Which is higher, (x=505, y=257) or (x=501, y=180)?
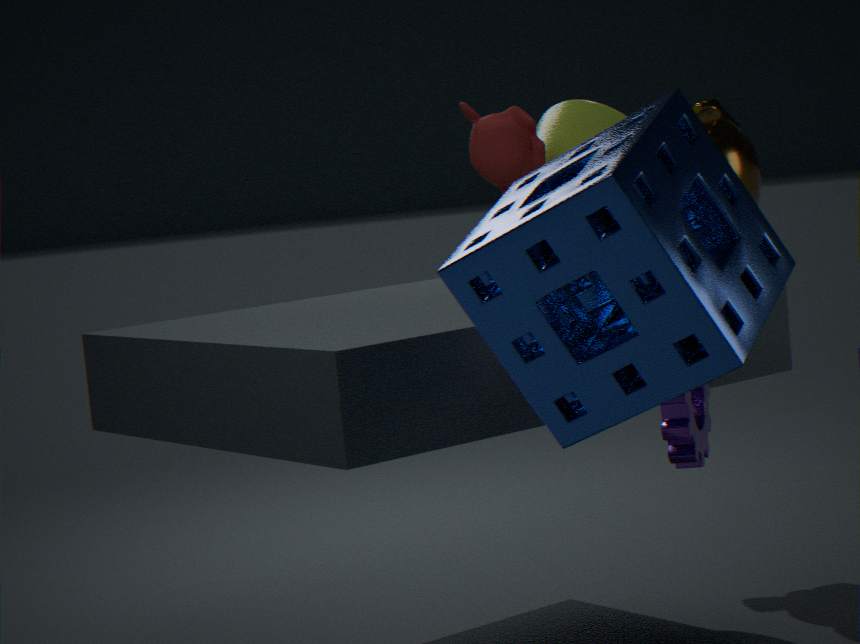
(x=501, y=180)
